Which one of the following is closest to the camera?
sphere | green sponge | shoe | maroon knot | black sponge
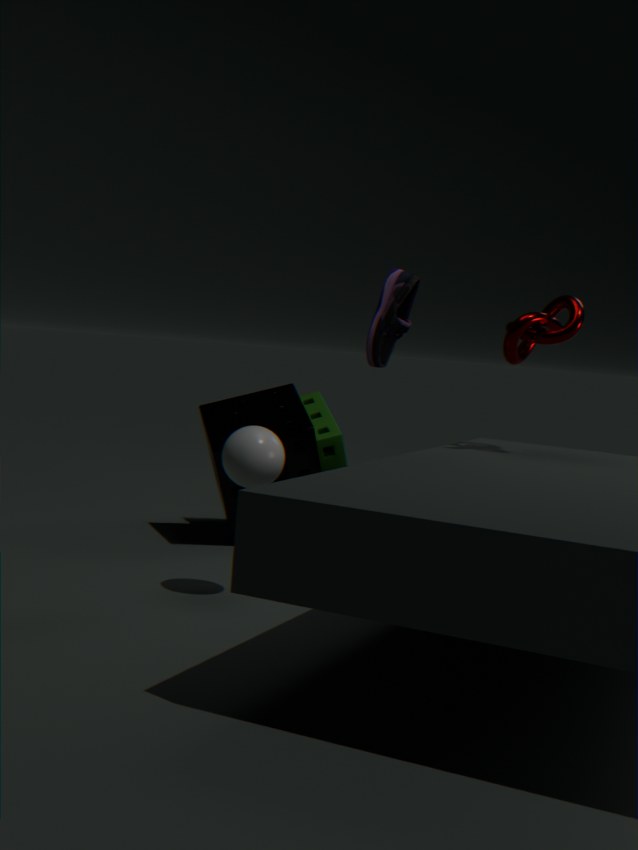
sphere
